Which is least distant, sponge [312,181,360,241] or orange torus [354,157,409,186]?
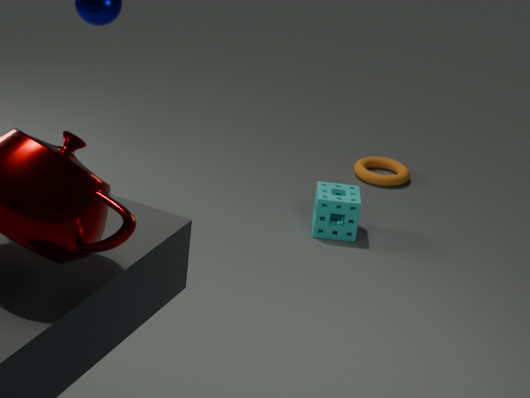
sponge [312,181,360,241]
